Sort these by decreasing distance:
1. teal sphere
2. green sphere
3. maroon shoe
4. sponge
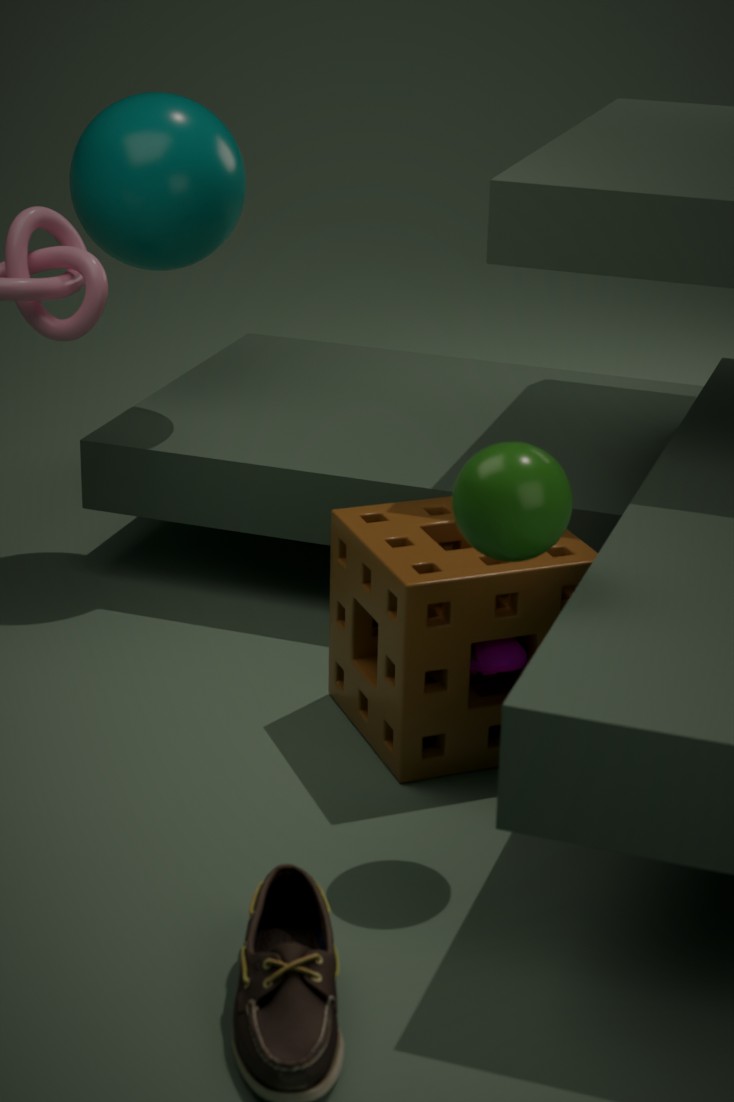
teal sphere, maroon shoe, sponge, green sphere
